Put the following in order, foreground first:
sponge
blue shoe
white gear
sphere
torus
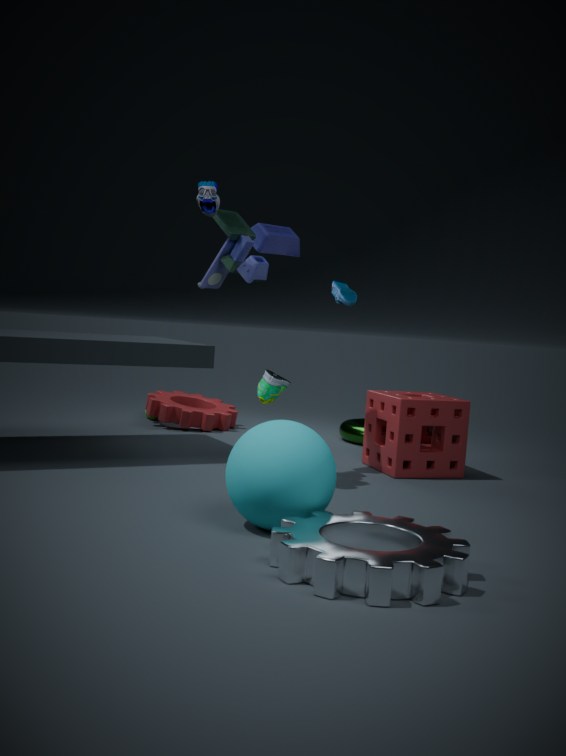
white gear → sphere → blue shoe → sponge → torus
